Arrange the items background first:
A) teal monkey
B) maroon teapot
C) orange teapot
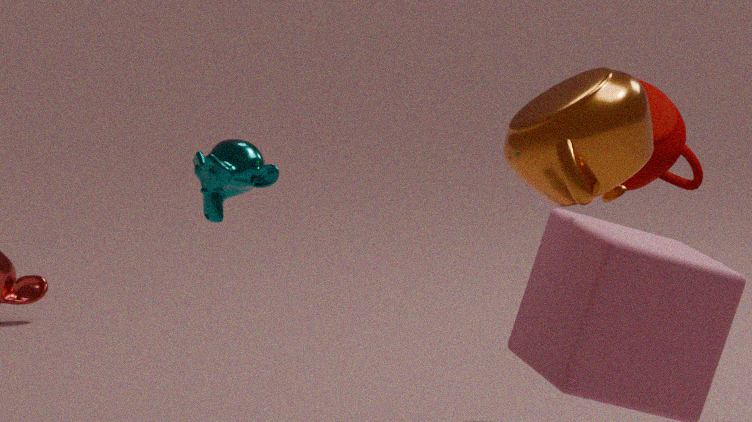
1. maroon teapot
2. teal monkey
3. orange teapot
